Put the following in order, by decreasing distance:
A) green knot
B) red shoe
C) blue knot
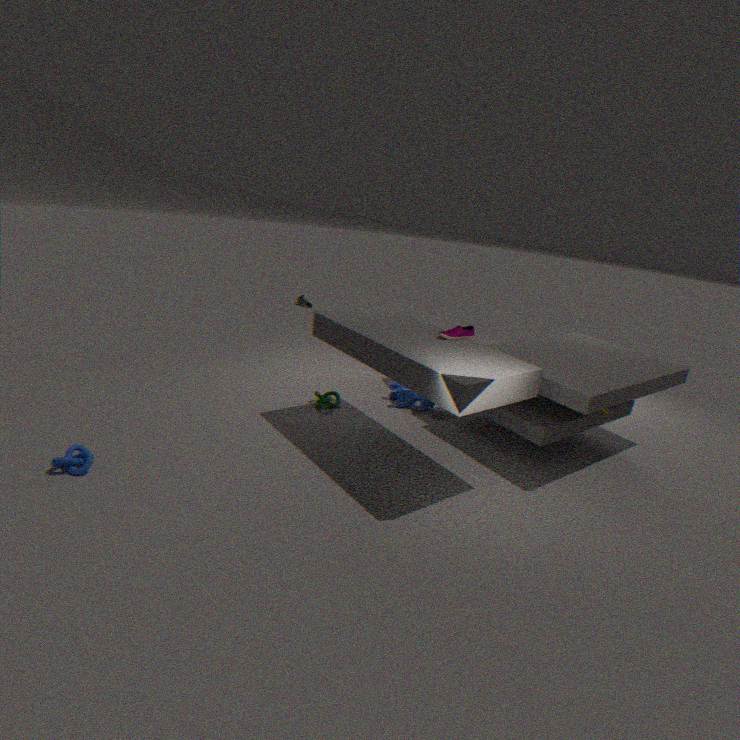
green knot → red shoe → blue knot
